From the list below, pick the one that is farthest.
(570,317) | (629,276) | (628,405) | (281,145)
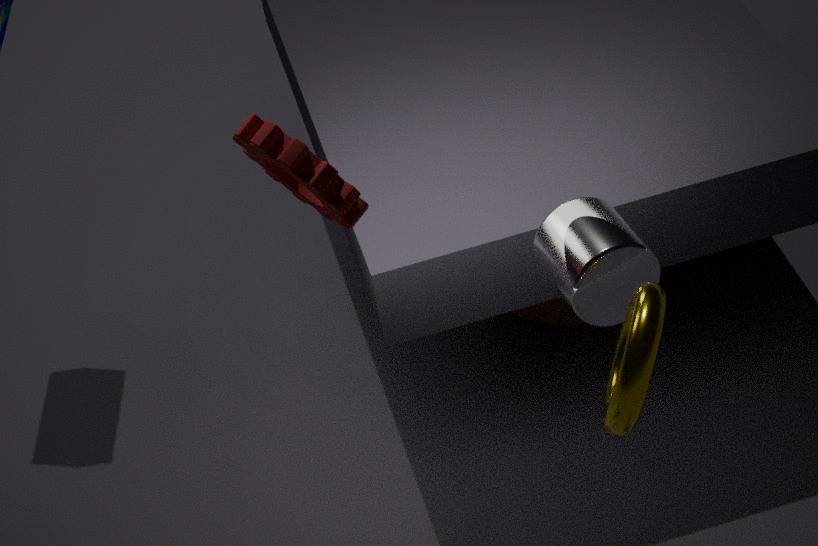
(570,317)
